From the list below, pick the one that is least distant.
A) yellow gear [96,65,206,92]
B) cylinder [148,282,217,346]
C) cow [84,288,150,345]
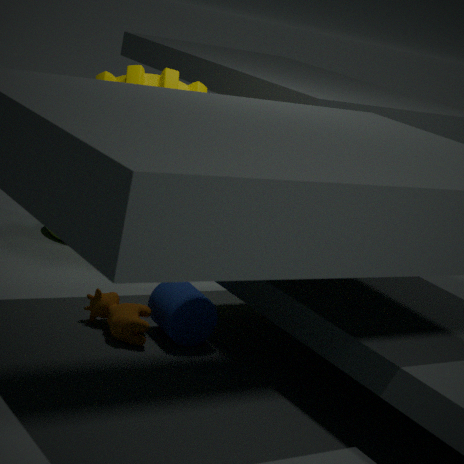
cow [84,288,150,345]
